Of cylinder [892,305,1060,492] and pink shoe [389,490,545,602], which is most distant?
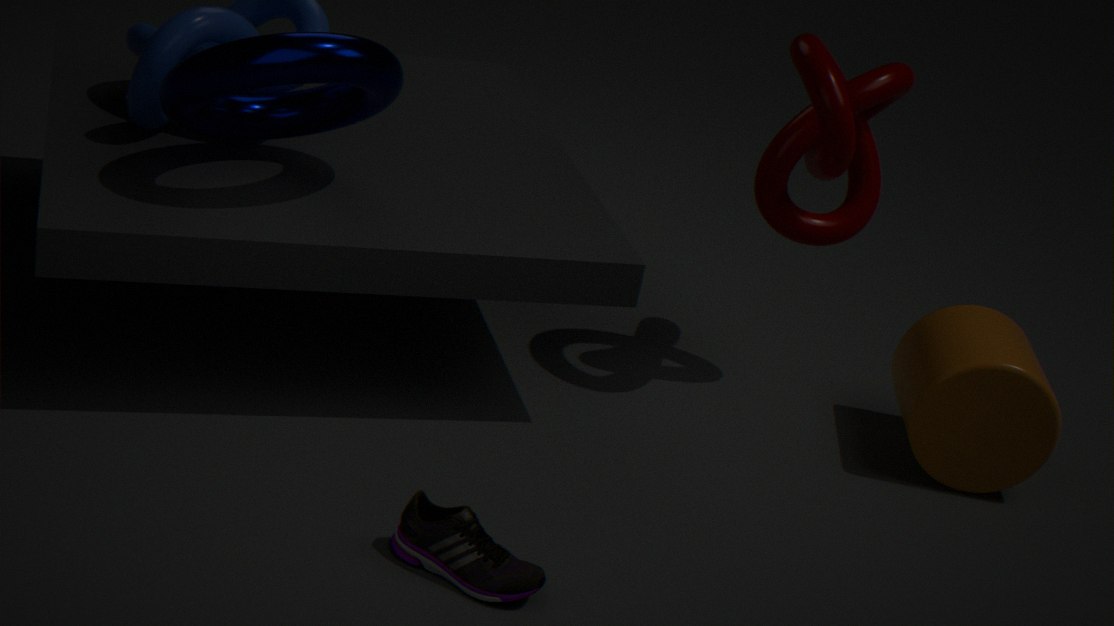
cylinder [892,305,1060,492]
